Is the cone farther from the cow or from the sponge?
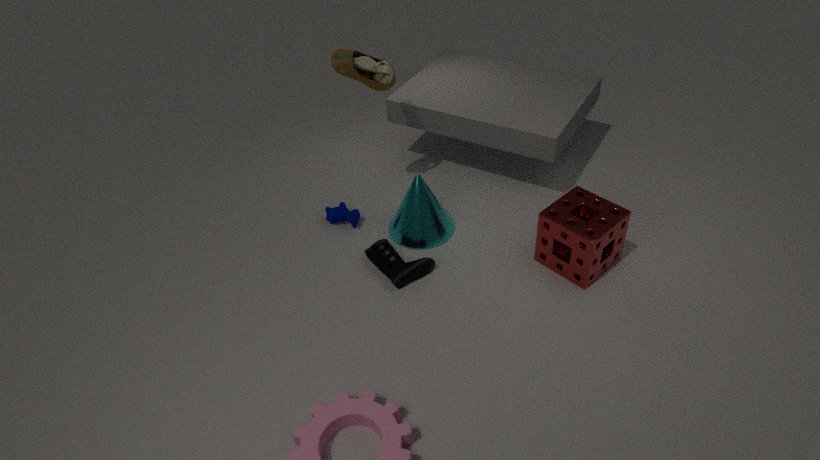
the sponge
